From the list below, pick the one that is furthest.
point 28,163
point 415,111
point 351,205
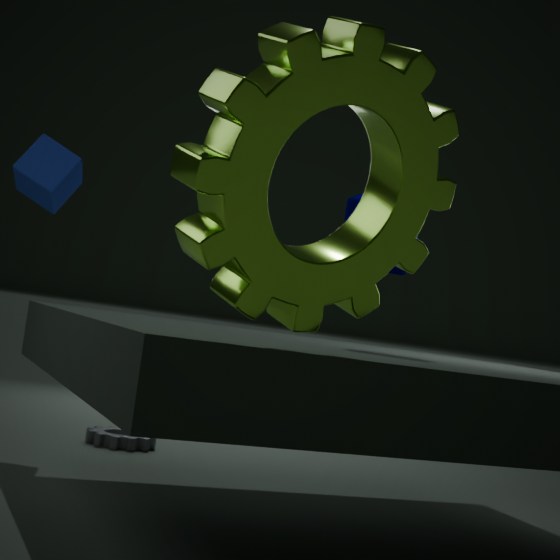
point 28,163
